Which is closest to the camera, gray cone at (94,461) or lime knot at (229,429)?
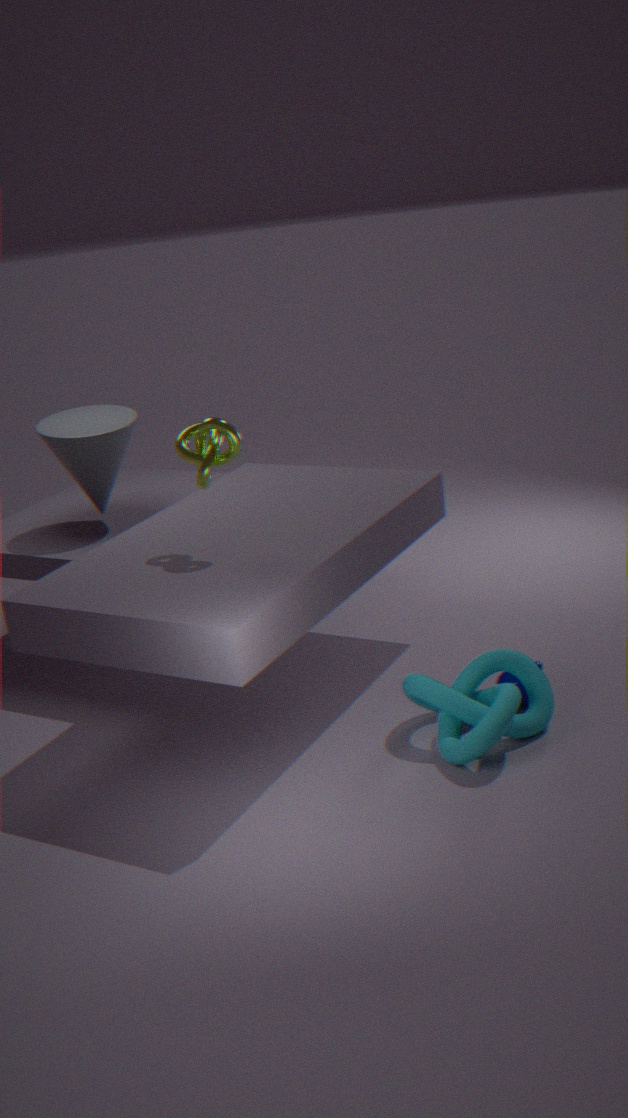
lime knot at (229,429)
